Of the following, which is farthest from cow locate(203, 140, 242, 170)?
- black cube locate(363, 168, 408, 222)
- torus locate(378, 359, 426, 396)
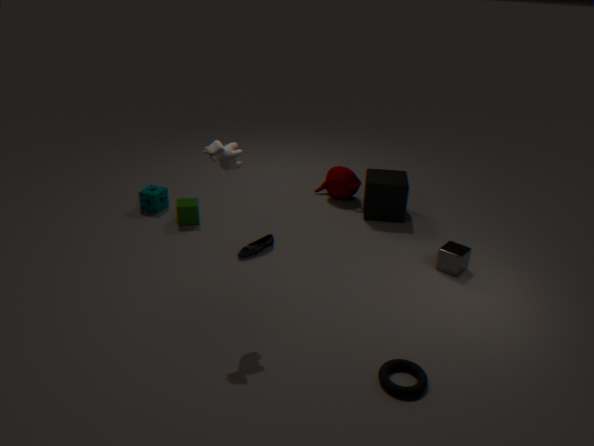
black cube locate(363, 168, 408, 222)
